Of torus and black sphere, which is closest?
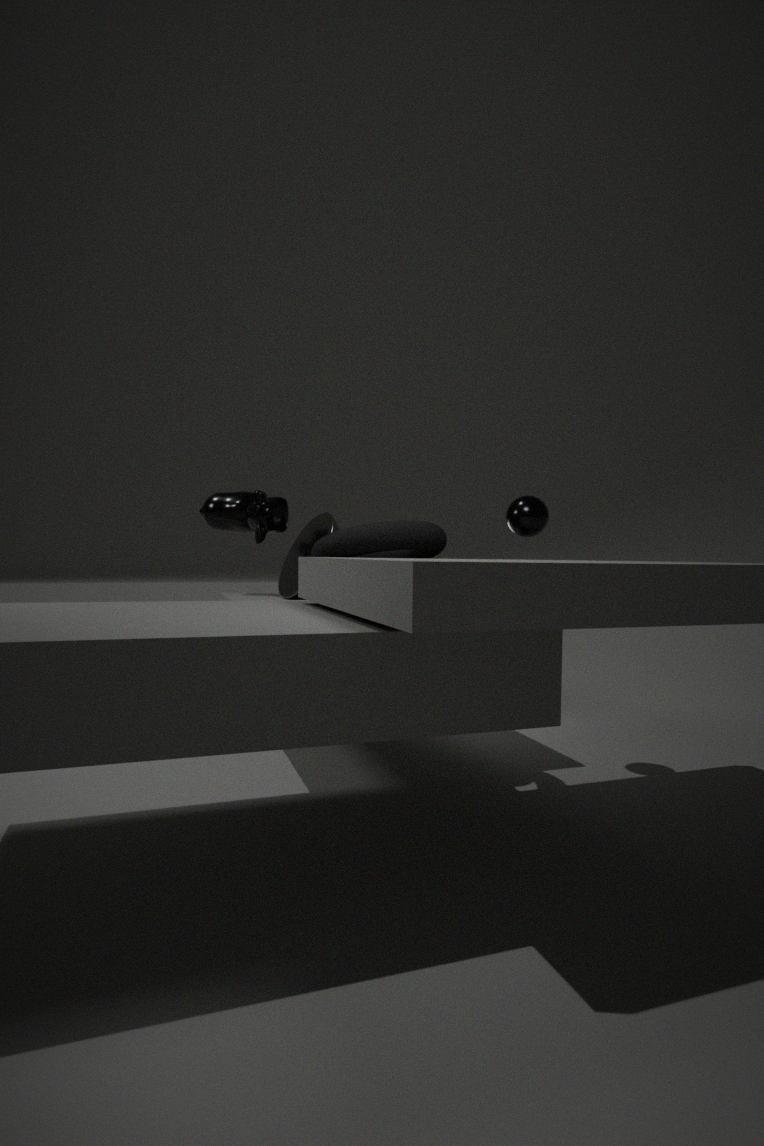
torus
